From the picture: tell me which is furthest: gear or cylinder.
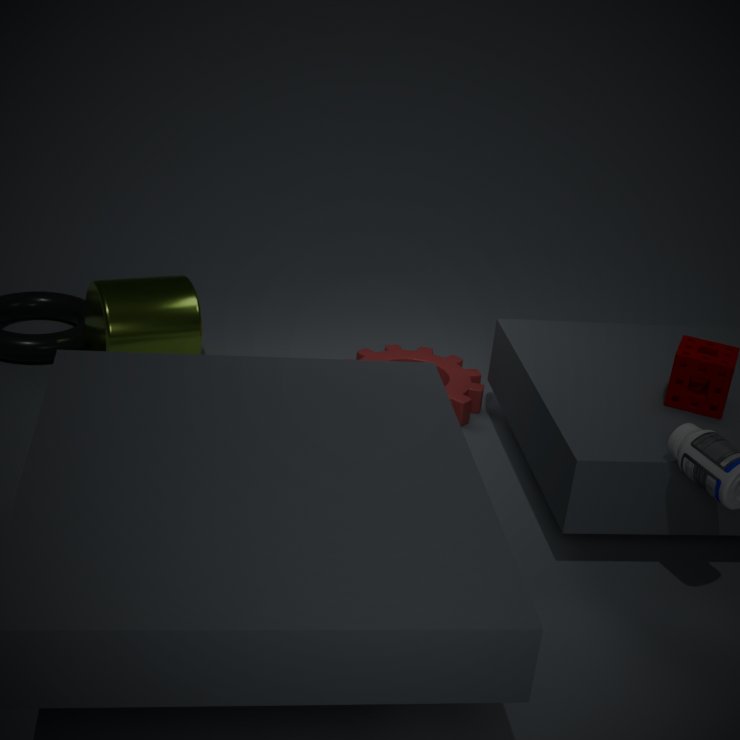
gear
